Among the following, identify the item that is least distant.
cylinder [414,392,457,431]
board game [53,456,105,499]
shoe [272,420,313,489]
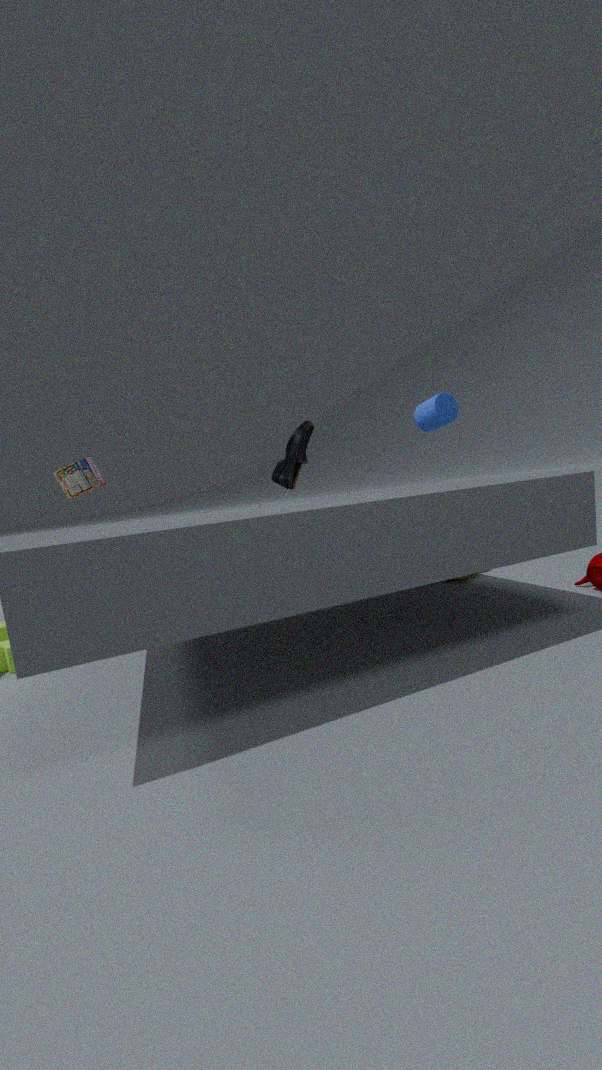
shoe [272,420,313,489]
